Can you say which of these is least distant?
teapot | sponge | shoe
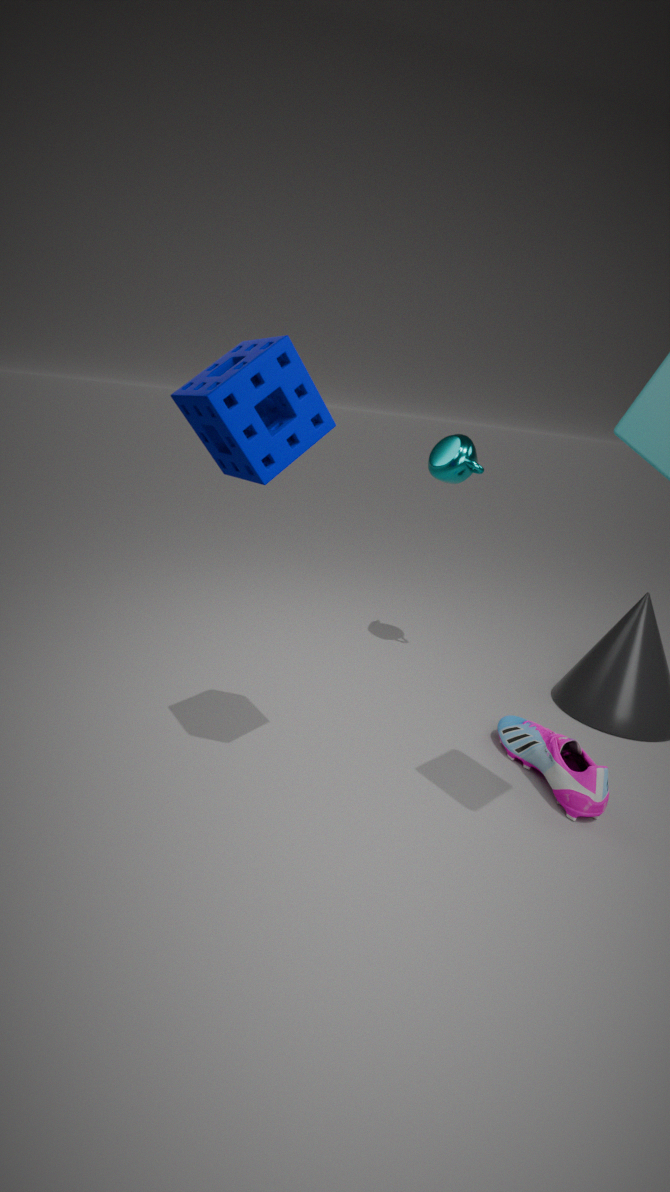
sponge
